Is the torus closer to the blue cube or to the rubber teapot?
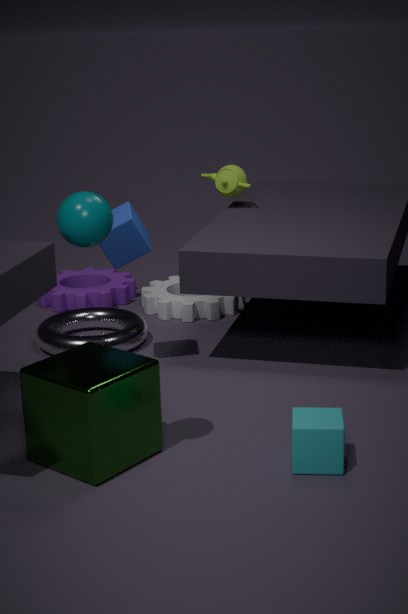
the blue cube
